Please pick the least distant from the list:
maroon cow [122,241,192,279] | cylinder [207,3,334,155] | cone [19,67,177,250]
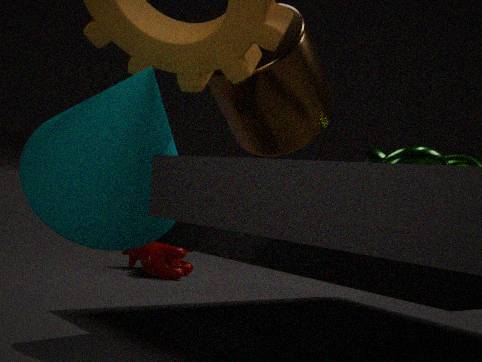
cone [19,67,177,250]
